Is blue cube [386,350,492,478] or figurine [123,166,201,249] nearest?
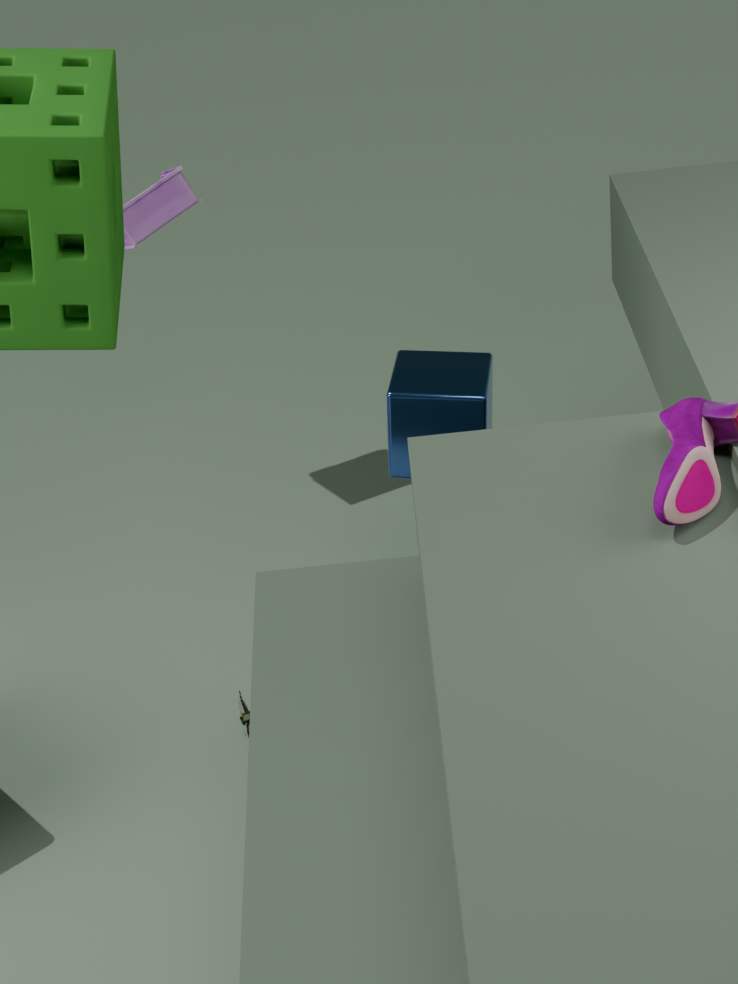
blue cube [386,350,492,478]
